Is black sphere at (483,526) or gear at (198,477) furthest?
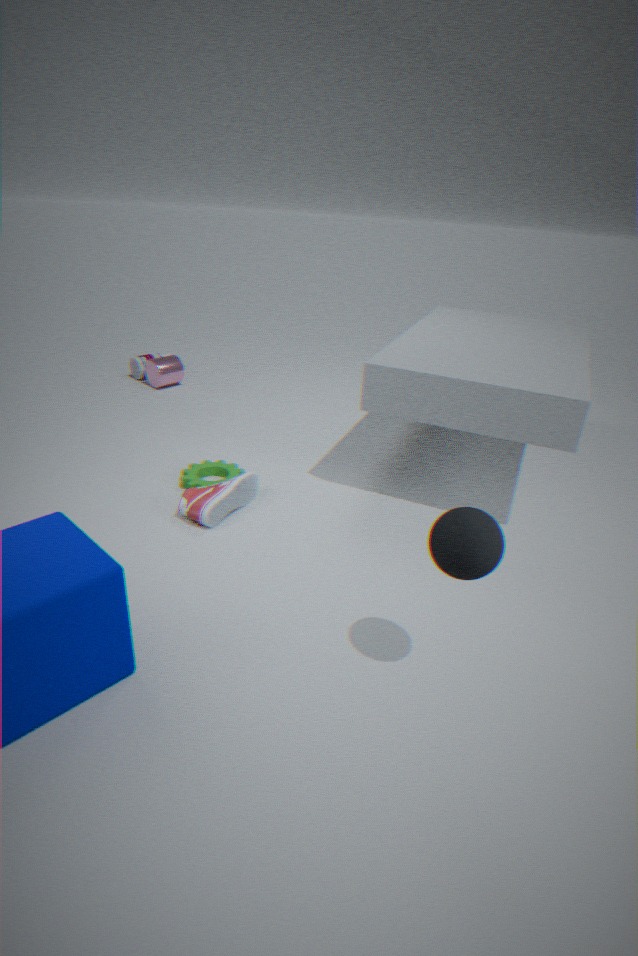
gear at (198,477)
